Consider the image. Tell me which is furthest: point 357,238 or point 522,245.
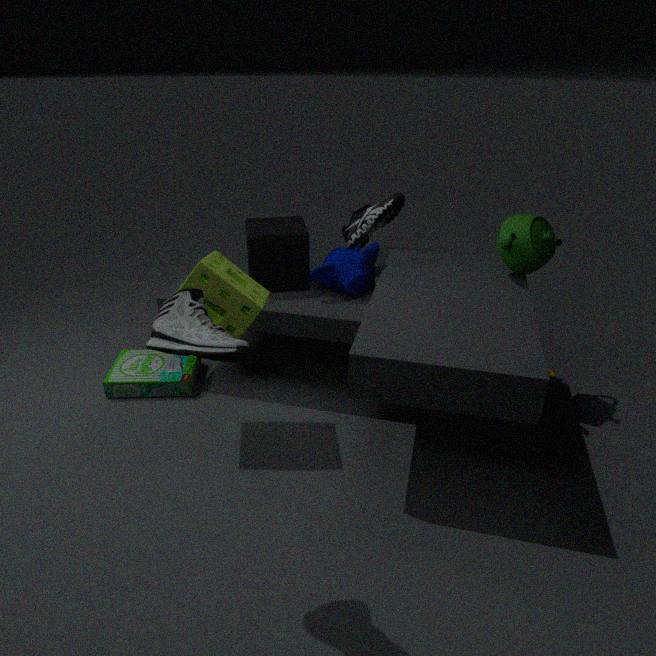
point 357,238
